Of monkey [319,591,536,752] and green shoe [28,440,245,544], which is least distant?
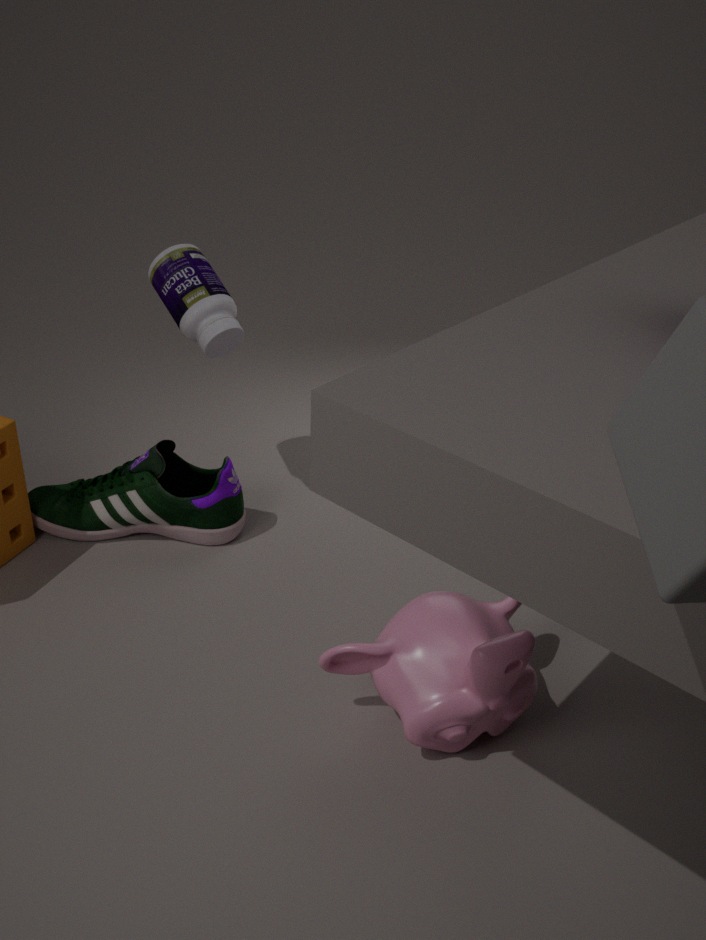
monkey [319,591,536,752]
